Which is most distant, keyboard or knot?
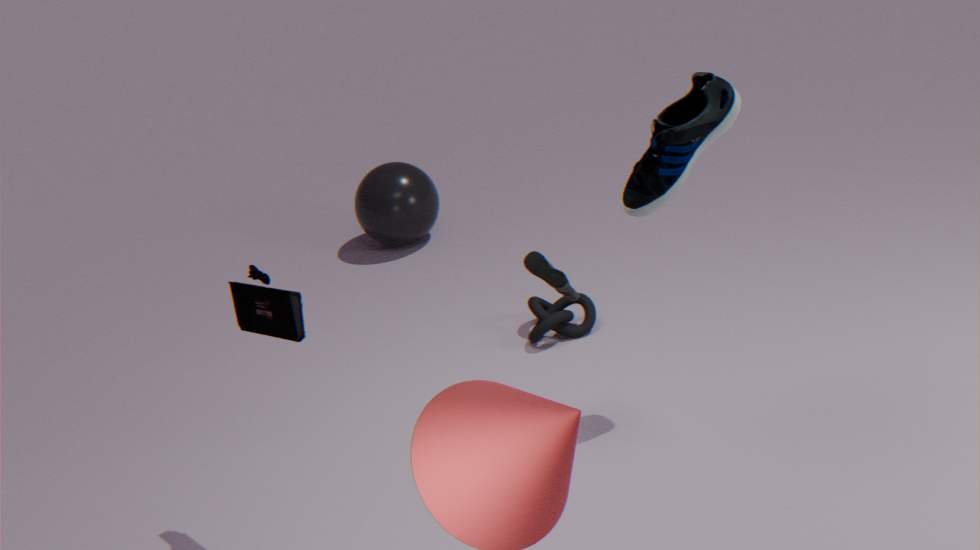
knot
